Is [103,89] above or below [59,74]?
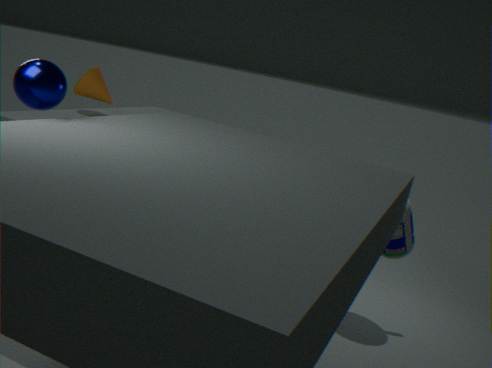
below
